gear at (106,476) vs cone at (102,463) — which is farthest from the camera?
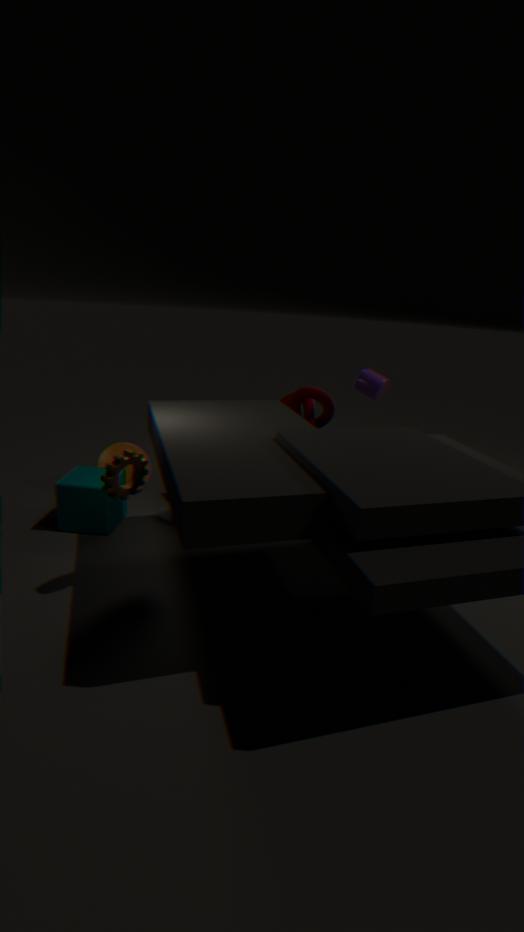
cone at (102,463)
